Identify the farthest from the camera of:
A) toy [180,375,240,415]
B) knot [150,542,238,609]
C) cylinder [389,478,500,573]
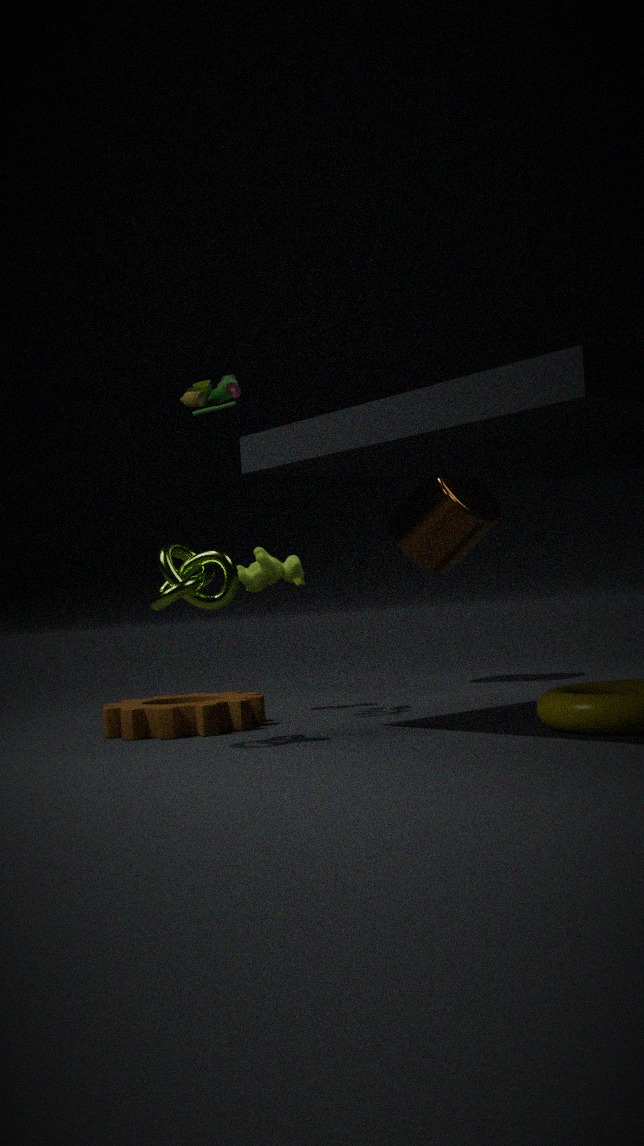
C. cylinder [389,478,500,573]
